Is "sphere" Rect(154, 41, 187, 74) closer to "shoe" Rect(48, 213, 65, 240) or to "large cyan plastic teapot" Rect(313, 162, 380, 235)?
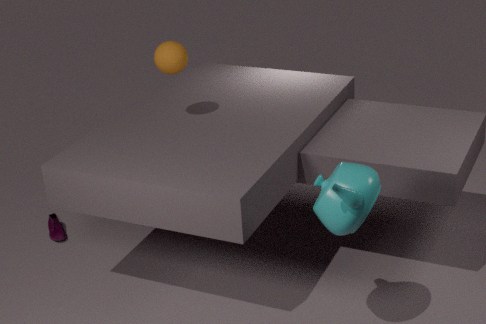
"large cyan plastic teapot" Rect(313, 162, 380, 235)
